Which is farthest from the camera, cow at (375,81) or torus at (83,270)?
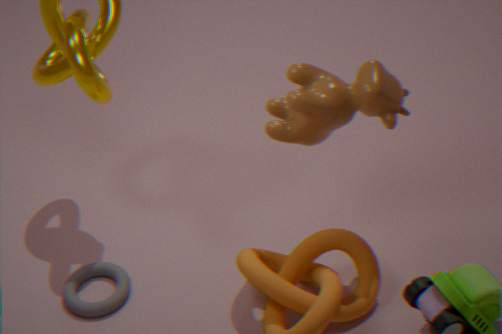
torus at (83,270)
